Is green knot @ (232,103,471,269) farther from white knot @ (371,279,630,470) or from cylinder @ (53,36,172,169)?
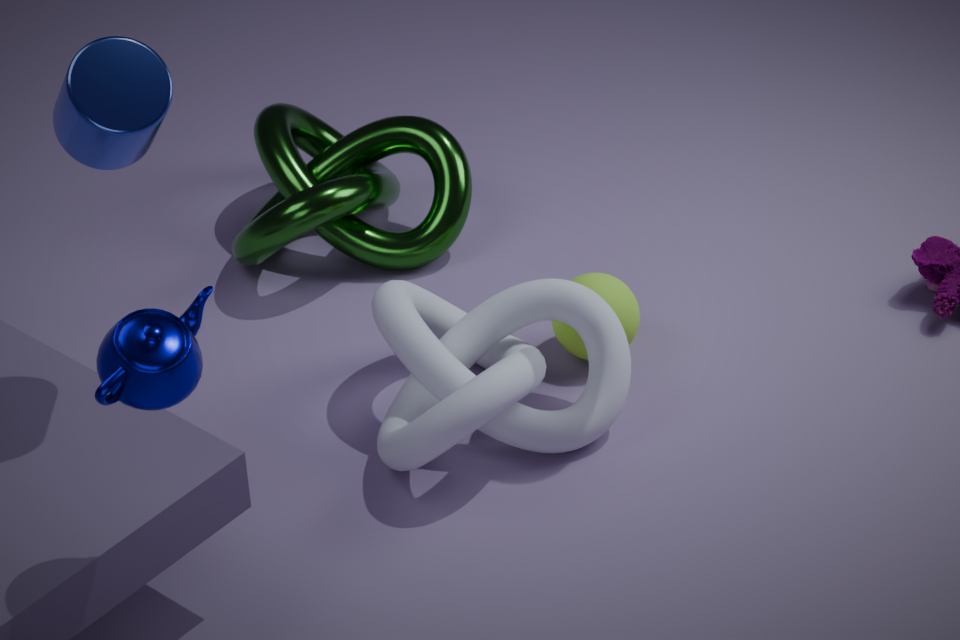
cylinder @ (53,36,172,169)
